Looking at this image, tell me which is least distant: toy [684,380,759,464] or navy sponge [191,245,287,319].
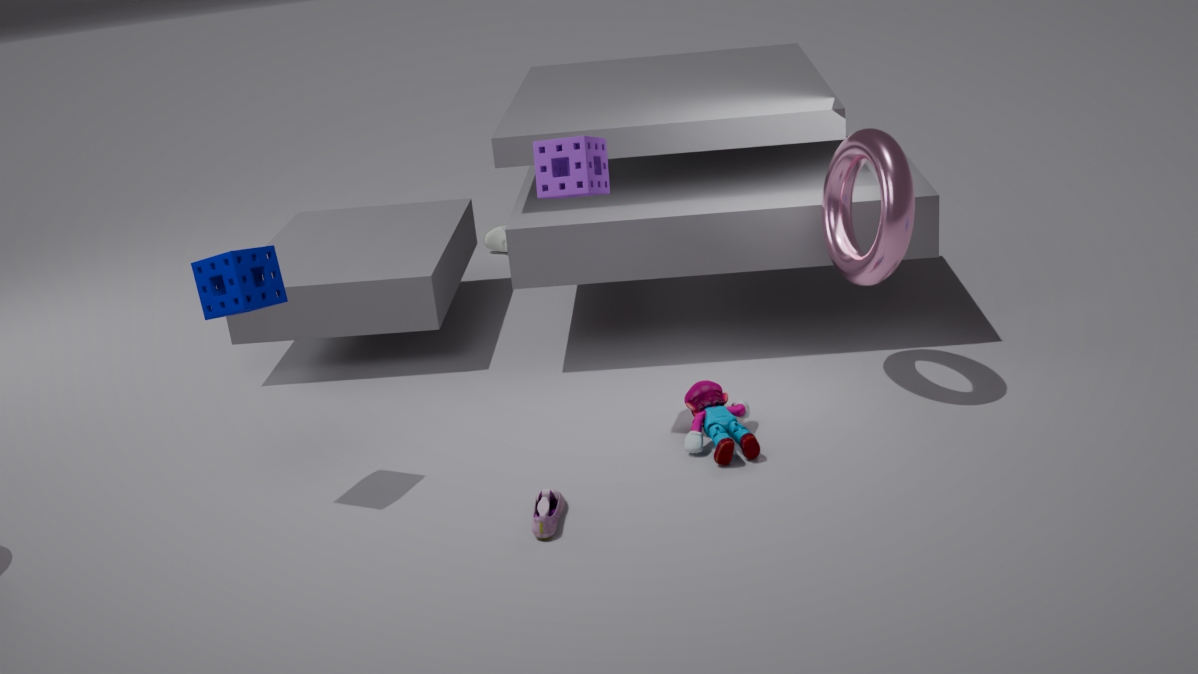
navy sponge [191,245,287,319]
